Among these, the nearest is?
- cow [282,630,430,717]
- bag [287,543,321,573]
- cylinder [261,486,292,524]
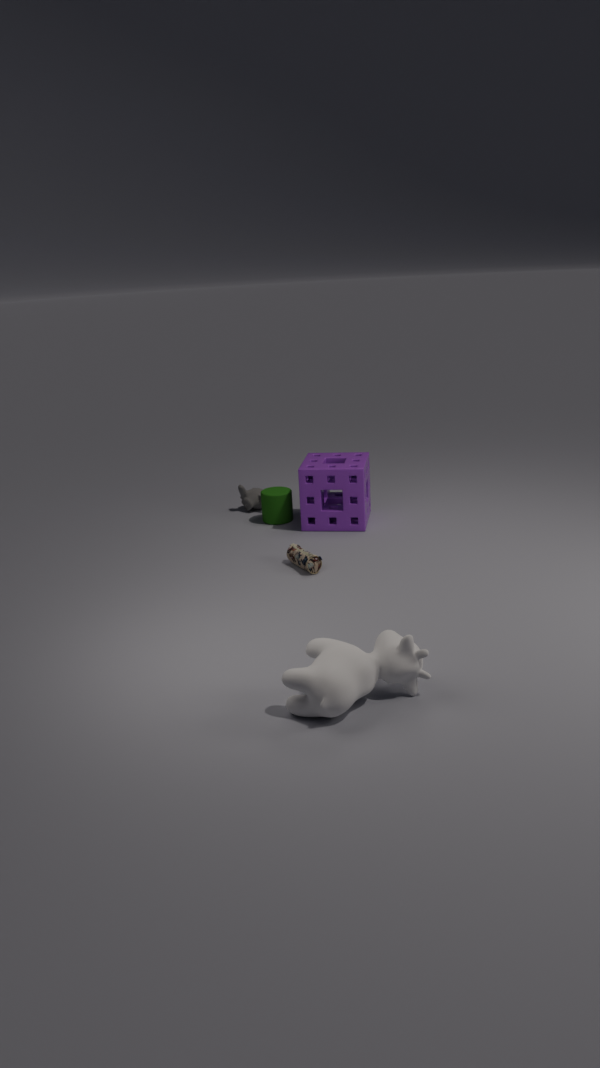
cow [282,630,430,717]
